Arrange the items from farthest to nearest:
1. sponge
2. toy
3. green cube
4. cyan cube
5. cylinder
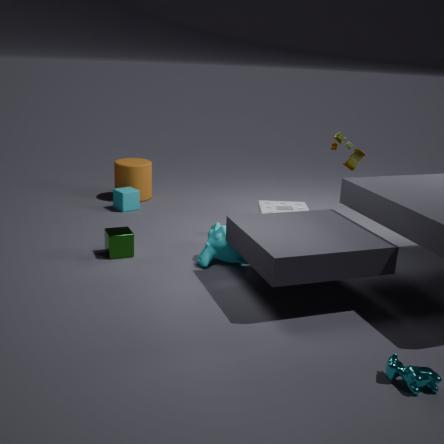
cylinder → cyan cube → toy → sponge → green cube
